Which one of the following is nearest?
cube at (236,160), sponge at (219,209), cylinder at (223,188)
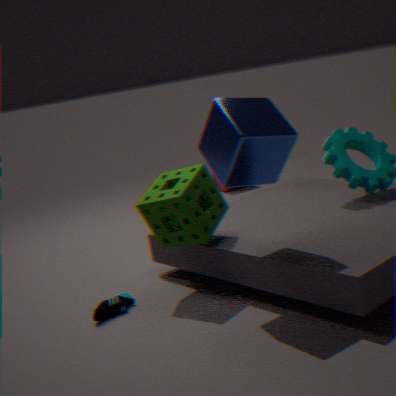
cube at (236,160)
